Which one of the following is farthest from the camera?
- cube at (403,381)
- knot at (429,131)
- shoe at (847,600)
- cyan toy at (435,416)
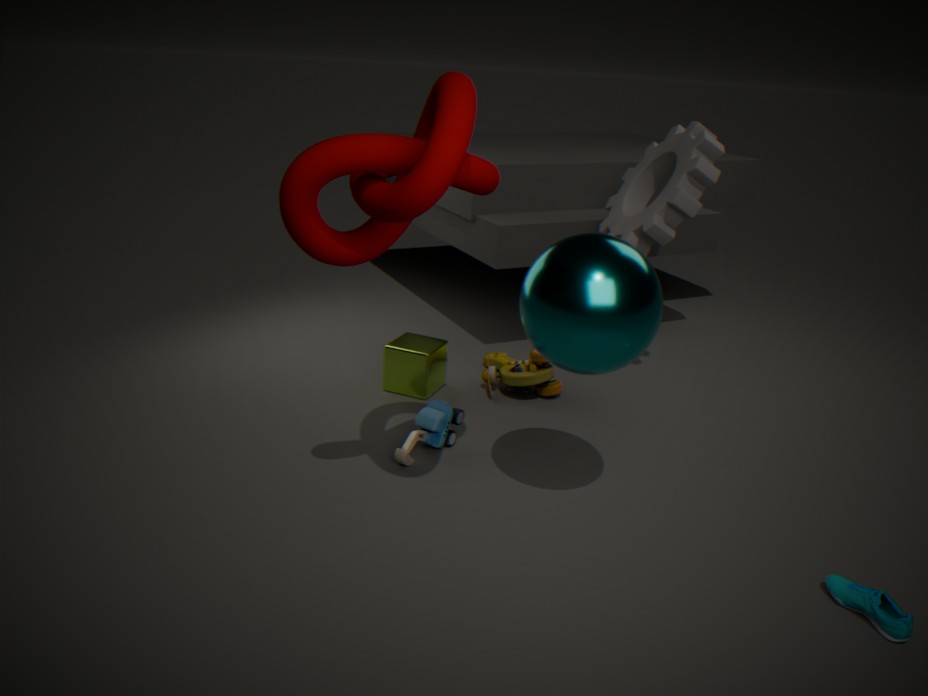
cube at (403,381)
